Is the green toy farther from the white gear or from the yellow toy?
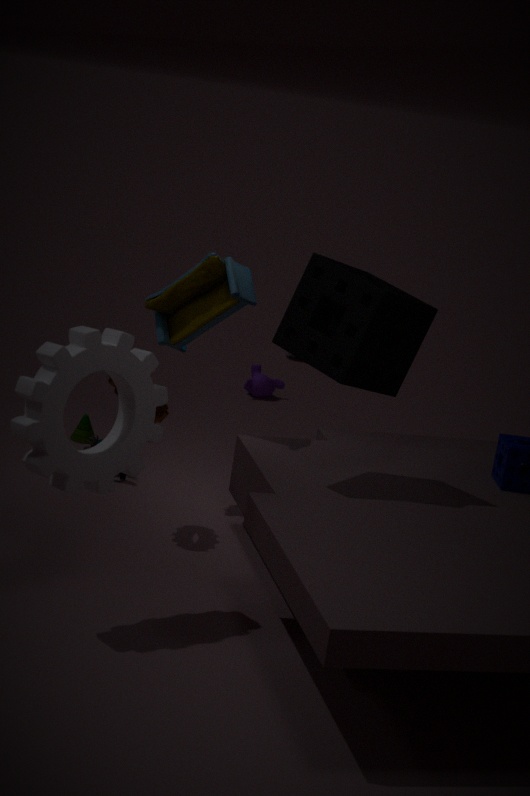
the white gear
